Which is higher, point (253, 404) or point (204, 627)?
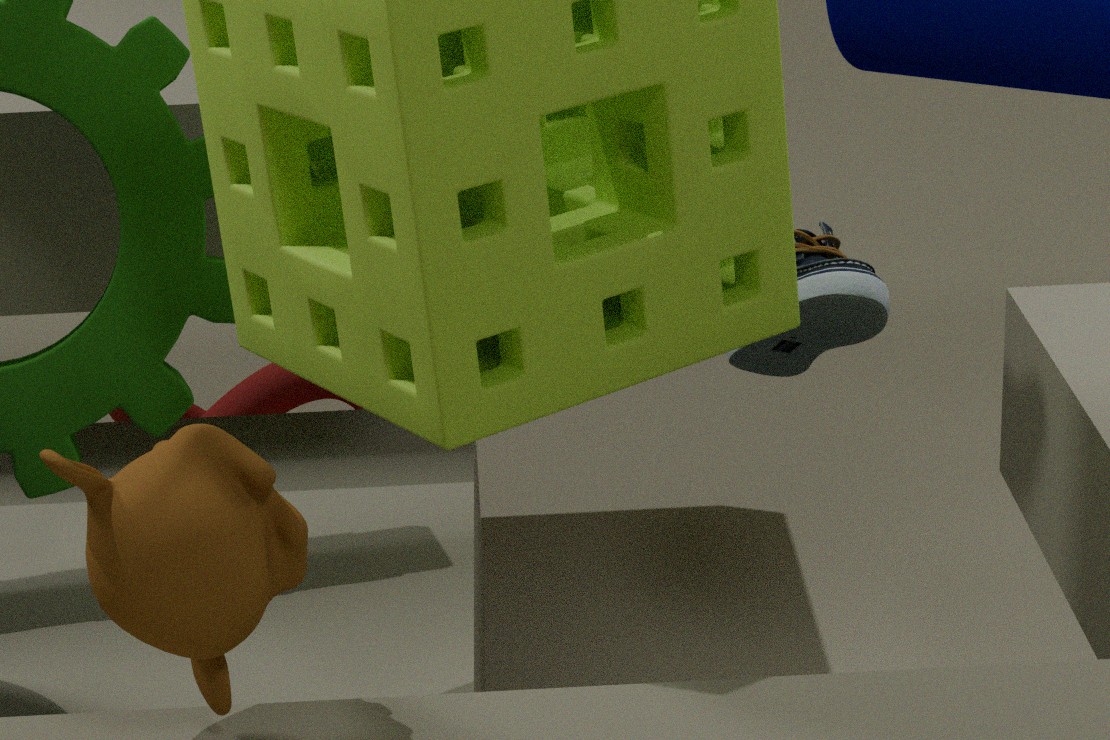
point (204, 627)
